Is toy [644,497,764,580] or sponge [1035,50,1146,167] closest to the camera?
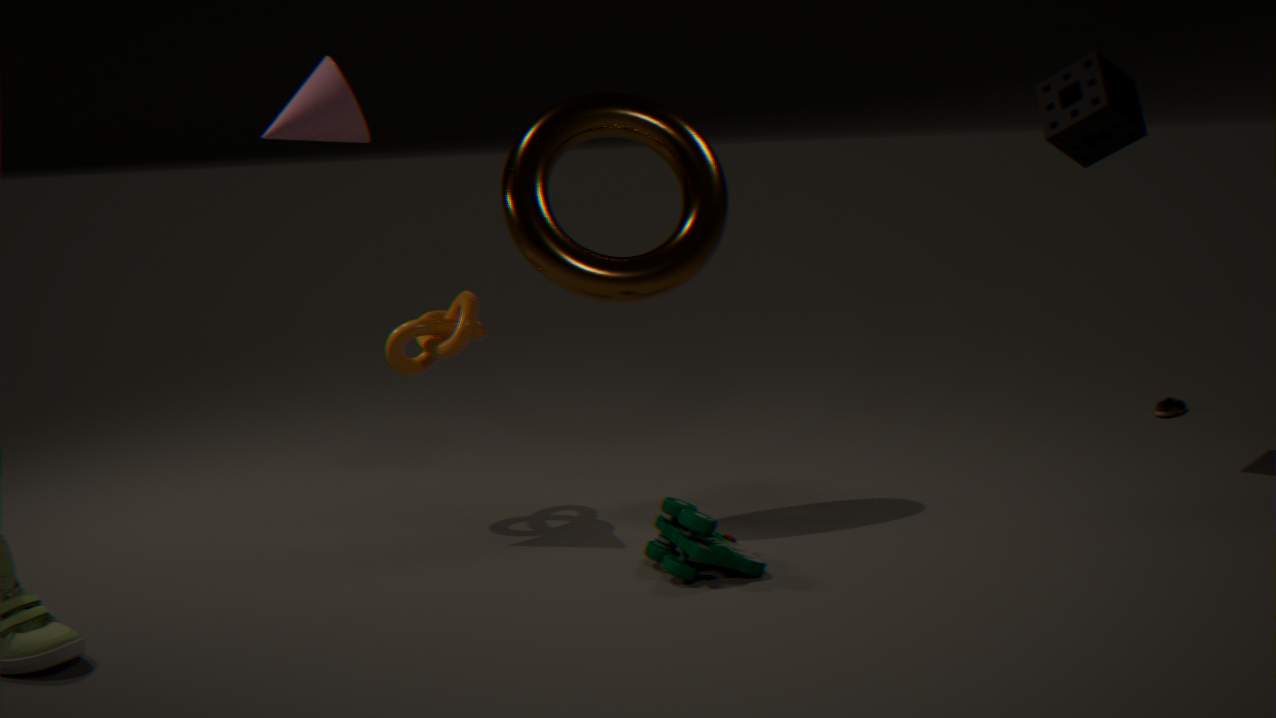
toy [644,497,764,580]
